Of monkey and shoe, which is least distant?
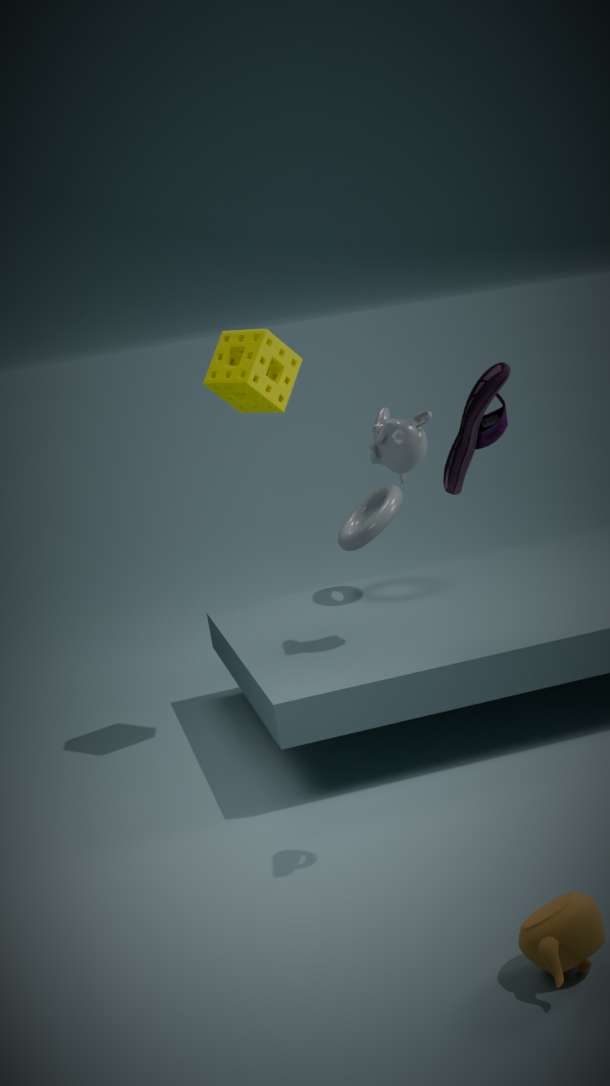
shoe
